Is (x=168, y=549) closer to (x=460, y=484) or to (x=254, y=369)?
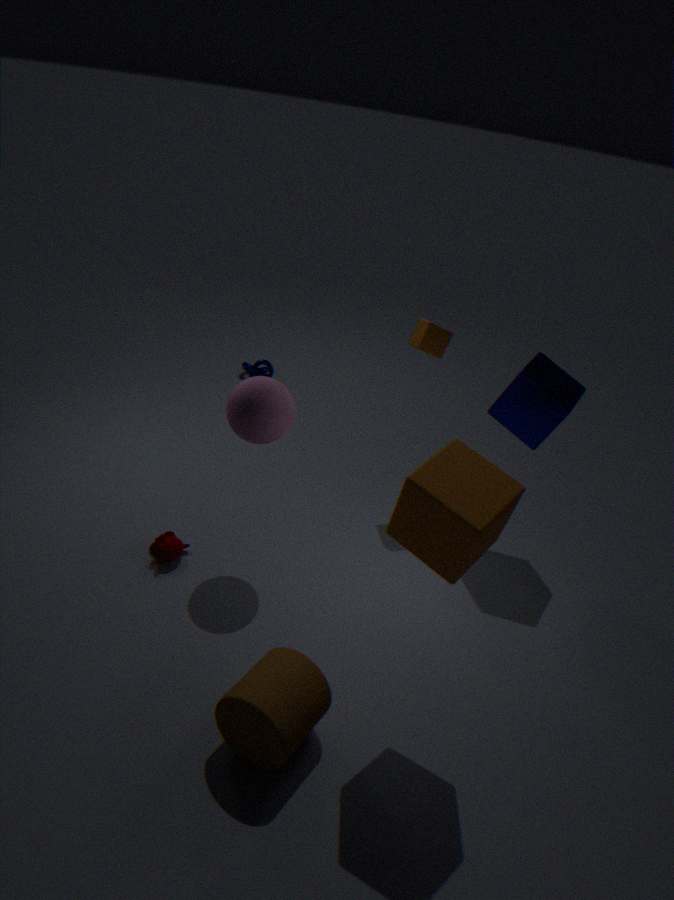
(x=460, y=484)
